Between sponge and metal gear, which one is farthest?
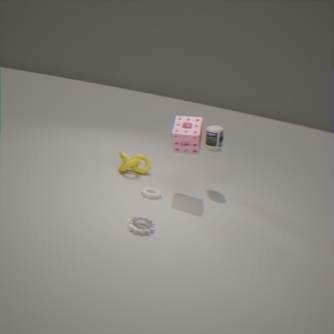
sponge
